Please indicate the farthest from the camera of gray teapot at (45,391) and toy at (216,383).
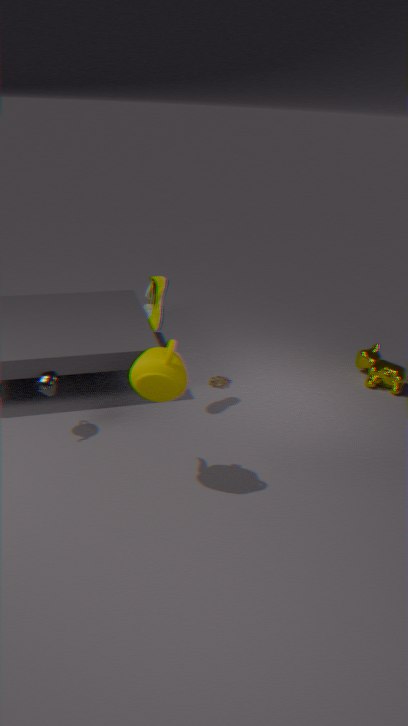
toy at (216,383)
